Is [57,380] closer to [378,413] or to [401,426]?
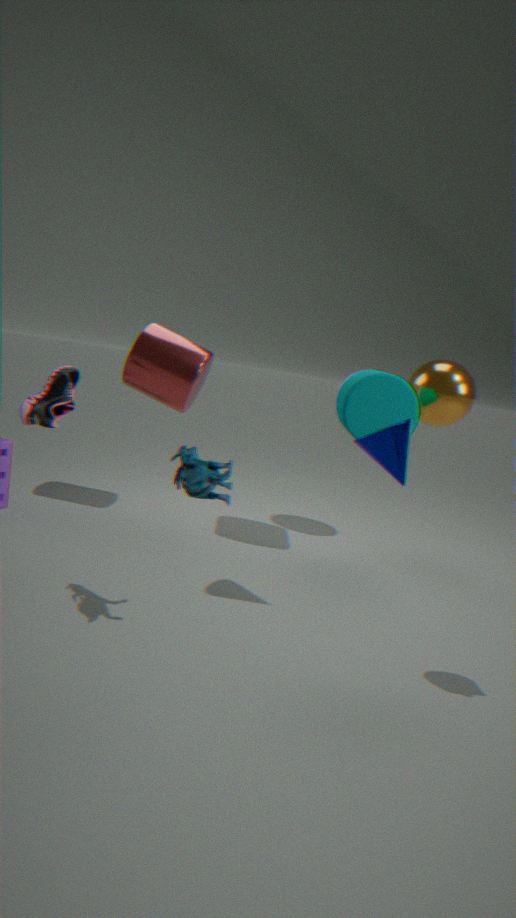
[401,426]
